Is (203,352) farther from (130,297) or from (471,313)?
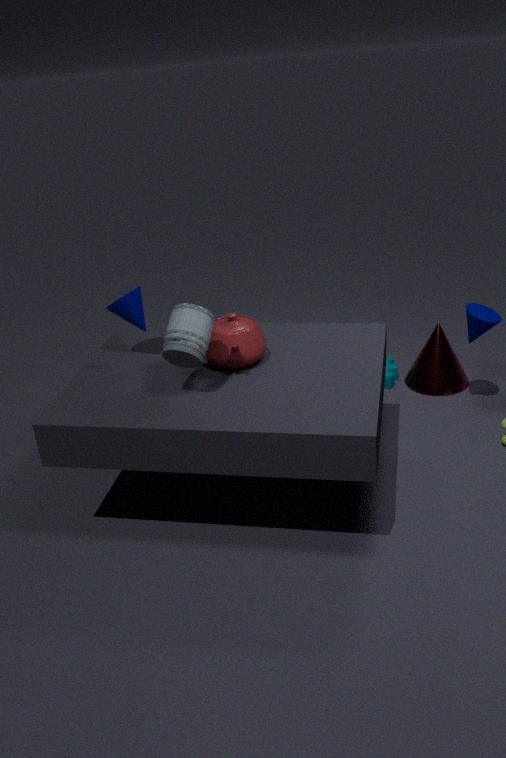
(471,313)
